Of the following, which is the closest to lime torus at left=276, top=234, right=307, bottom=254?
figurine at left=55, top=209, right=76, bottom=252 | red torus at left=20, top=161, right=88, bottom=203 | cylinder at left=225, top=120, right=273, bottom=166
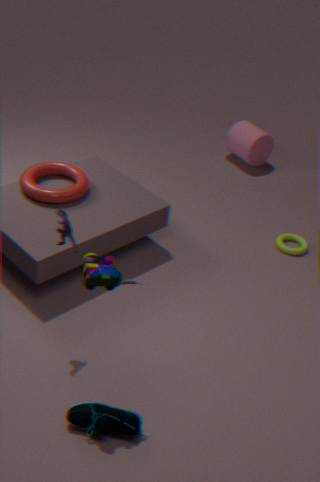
cylinder at left=225, top=120, right=273, bottom=166
